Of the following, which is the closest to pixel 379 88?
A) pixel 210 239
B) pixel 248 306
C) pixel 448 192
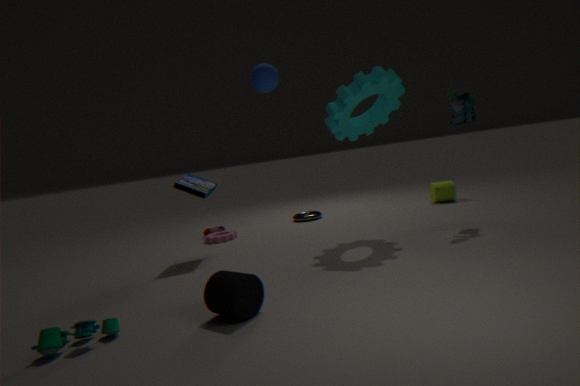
pixel 448 192
